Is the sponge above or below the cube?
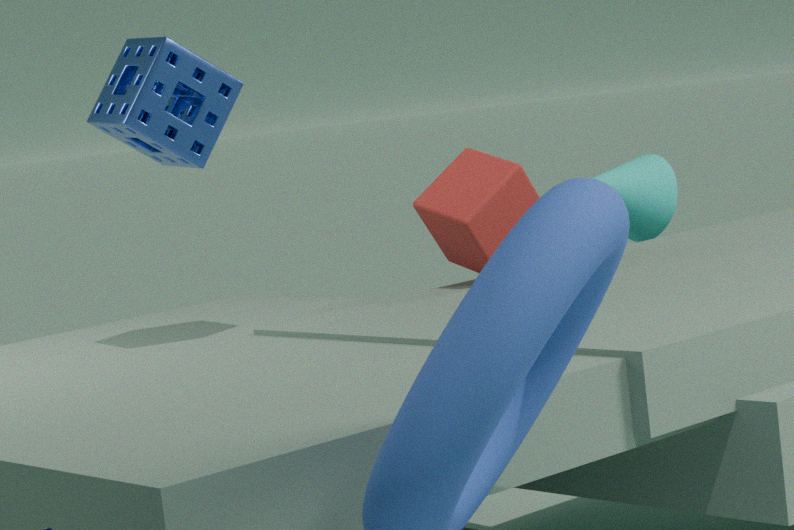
above
